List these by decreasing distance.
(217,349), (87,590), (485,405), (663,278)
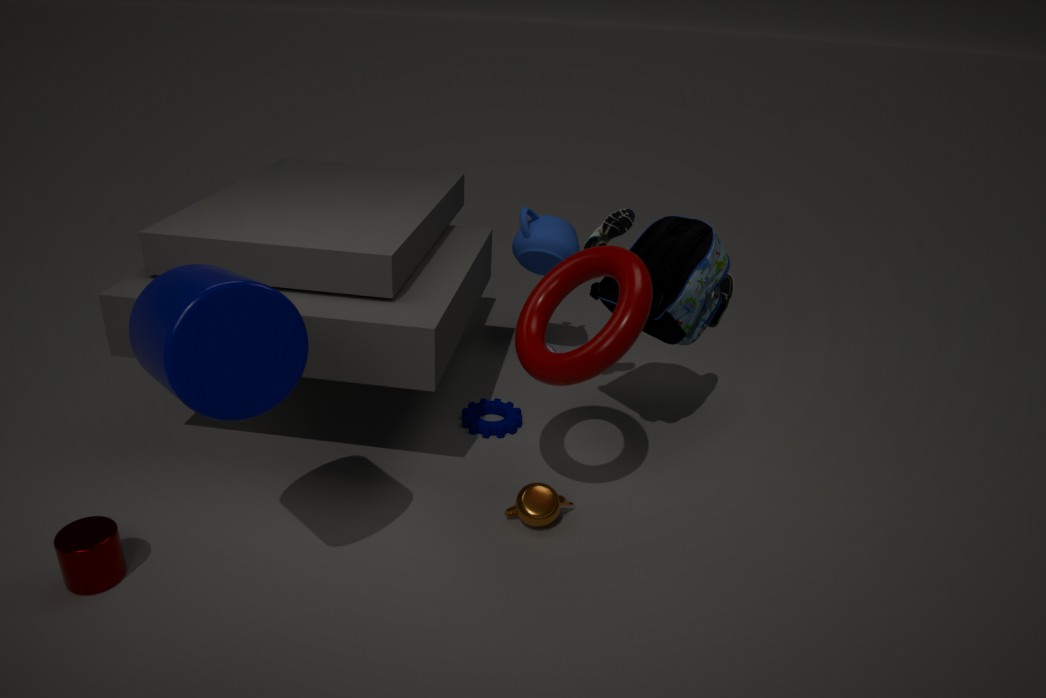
(485,405) → (663,278) → (87,590) → (217,349)
